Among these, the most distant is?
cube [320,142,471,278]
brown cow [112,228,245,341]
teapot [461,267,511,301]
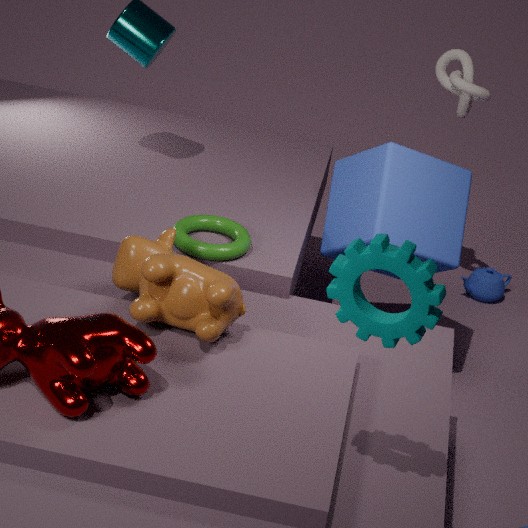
teapot [461,267,511,301]
